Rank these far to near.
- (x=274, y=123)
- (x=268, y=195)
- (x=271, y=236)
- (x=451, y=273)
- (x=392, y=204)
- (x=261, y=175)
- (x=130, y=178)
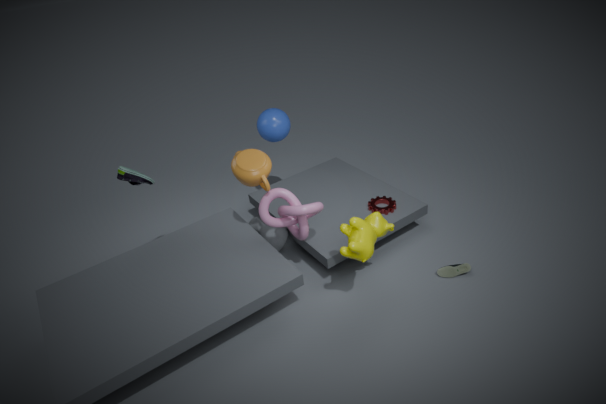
(x=274, y=123), (x=392, y=204), (x=271, y=236), (x=451, y=273), (x=268, y=195), (x=130, y=178), (x=261, y=175)
